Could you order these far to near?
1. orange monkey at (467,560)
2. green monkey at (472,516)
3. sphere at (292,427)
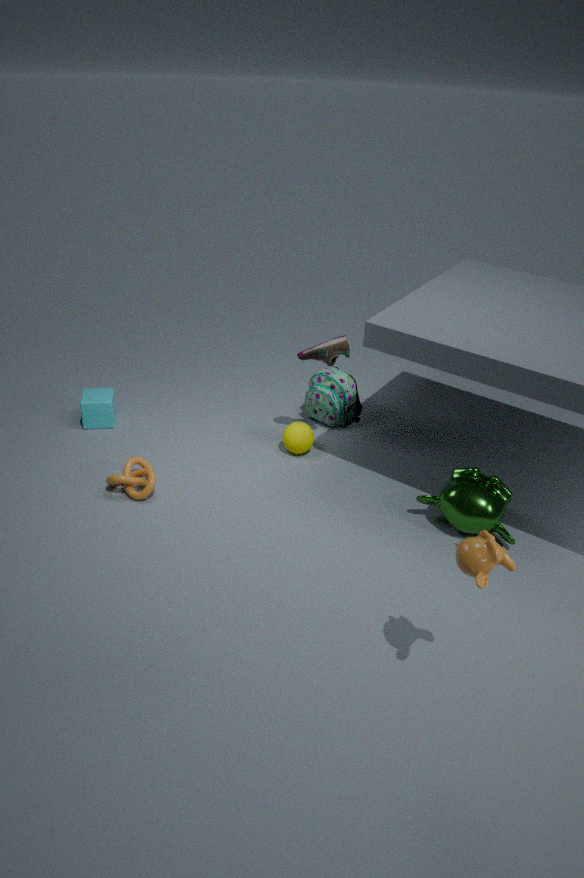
sphere at (292,427)
green monkey at (472,516)
orange monkey at (467,560)
